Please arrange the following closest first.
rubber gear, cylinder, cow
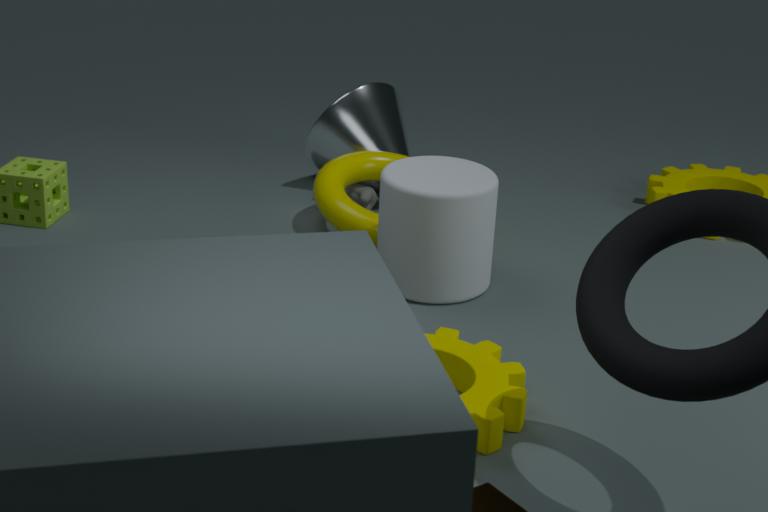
rubber gear, cylinder, cow
